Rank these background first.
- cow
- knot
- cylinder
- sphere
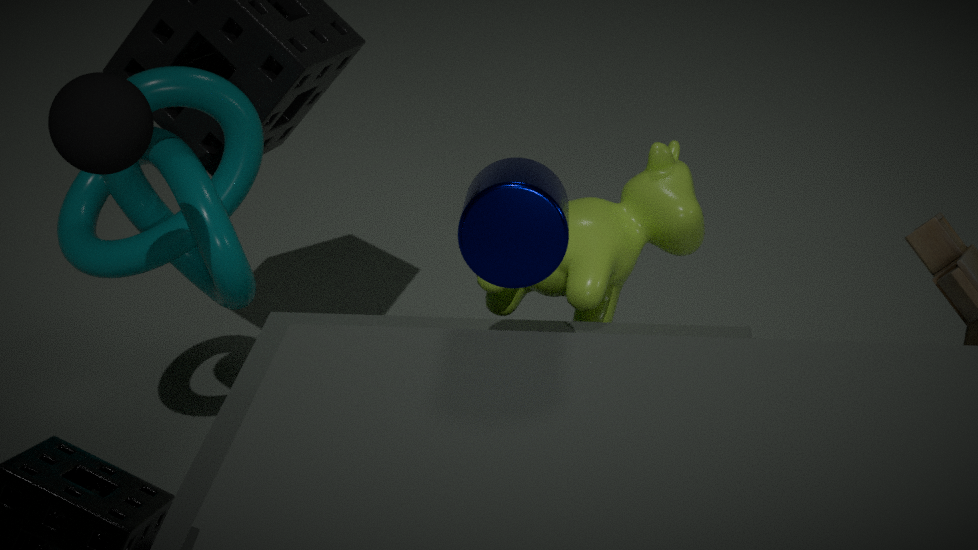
knot, cow, sphere, cylinder
